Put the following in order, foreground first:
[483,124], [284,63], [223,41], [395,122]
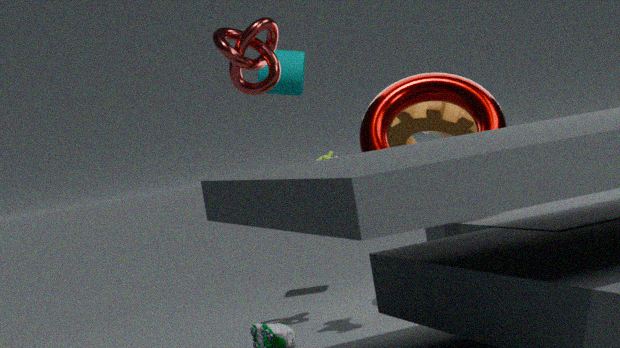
[223,41]
[483,124]
[284,63]
[395,122]
